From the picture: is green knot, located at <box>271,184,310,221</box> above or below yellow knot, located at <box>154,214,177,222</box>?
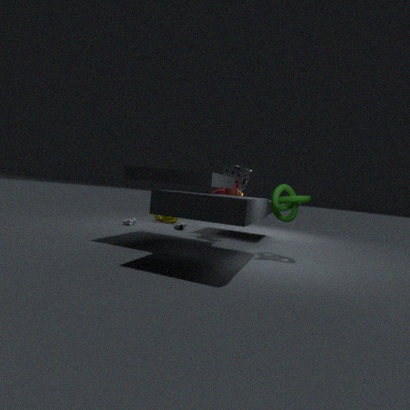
above
